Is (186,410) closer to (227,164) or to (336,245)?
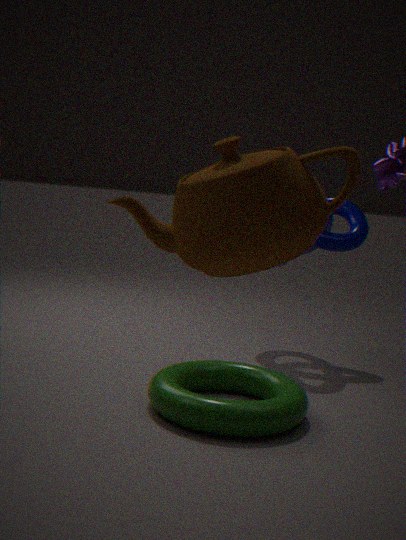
(227,164)
